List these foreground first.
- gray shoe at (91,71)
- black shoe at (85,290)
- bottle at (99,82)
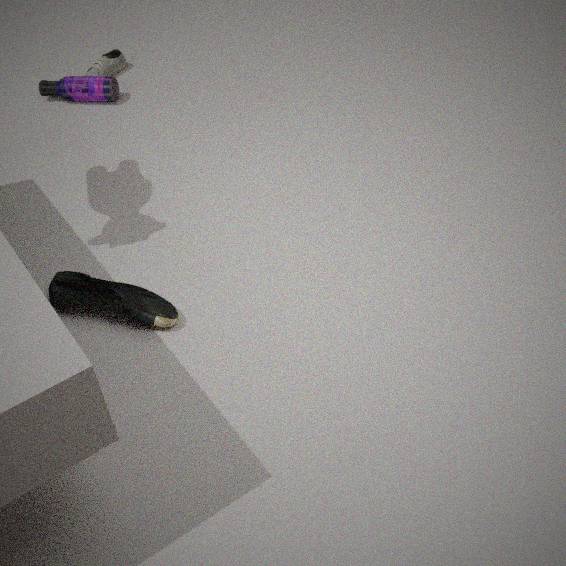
black shoe at (85,290) → bottle at (99,82) → gray shoe at (91,71)
